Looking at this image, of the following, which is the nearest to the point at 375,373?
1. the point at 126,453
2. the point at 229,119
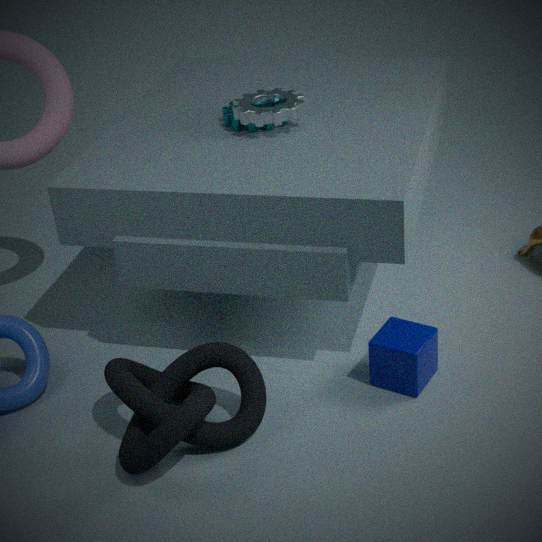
the point at 126,453
